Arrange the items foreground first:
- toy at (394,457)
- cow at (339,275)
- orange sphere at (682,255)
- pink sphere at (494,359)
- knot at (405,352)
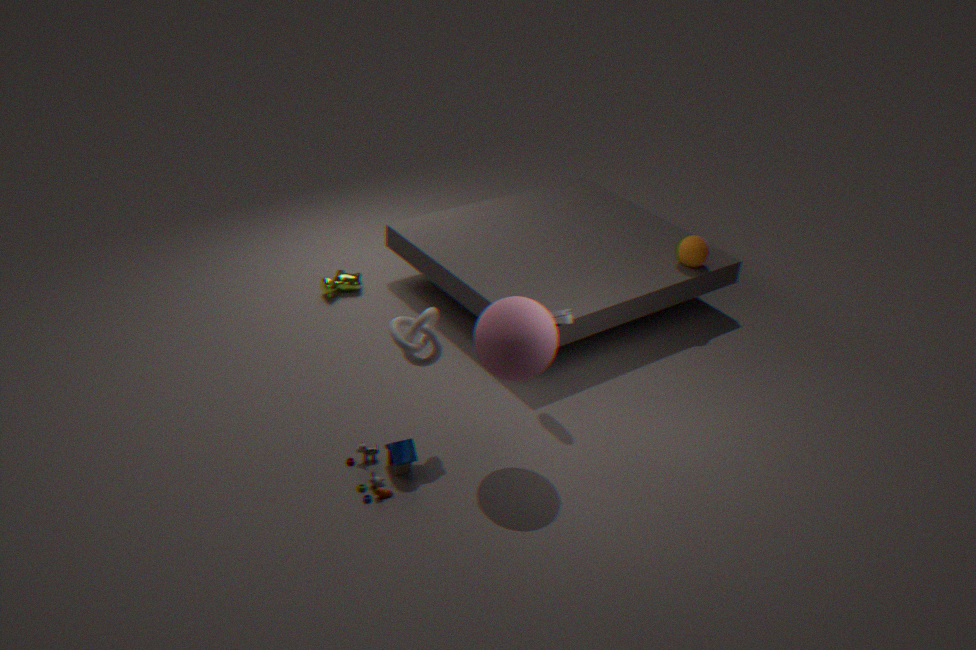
pink sphere at (494,359), knot at (405,352), toy at (394,457), orange sphere at (682,255), cow at (339,275)
